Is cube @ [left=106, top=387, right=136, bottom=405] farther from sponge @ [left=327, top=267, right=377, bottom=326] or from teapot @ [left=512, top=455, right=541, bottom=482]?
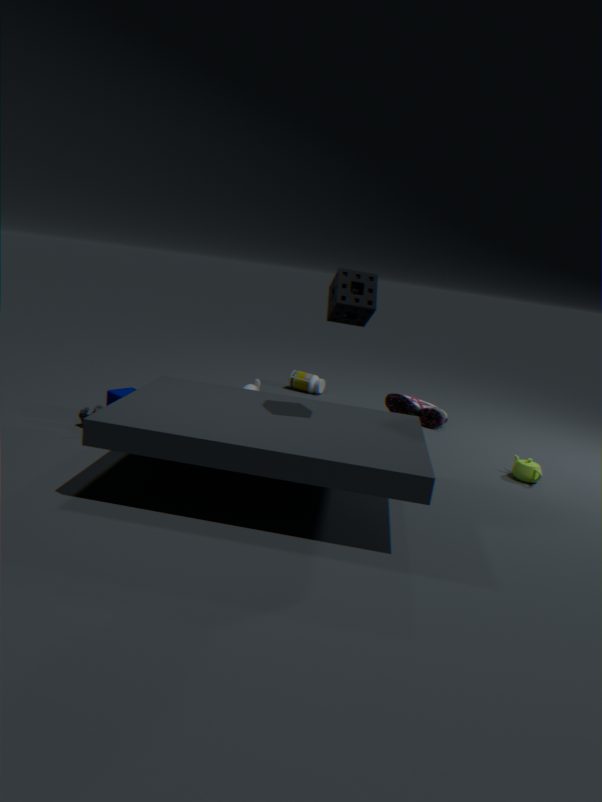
teapot @ [left=512, top=455, right=541, bottom=482]
